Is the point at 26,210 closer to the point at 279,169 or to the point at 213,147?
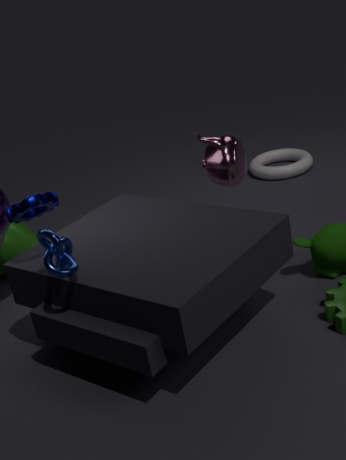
the point at 213,147
